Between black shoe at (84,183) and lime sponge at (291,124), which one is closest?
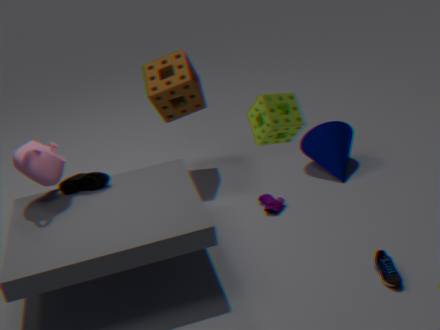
lime sponge at (291,124)
